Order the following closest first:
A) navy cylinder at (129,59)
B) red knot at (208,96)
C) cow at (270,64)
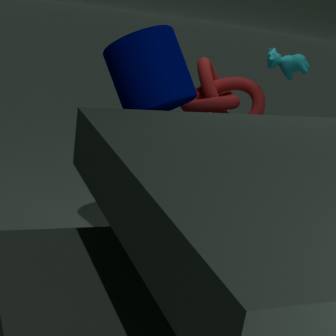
navy cylinder at (129,59)
red knot at (208,96)
cow at (270,64)
